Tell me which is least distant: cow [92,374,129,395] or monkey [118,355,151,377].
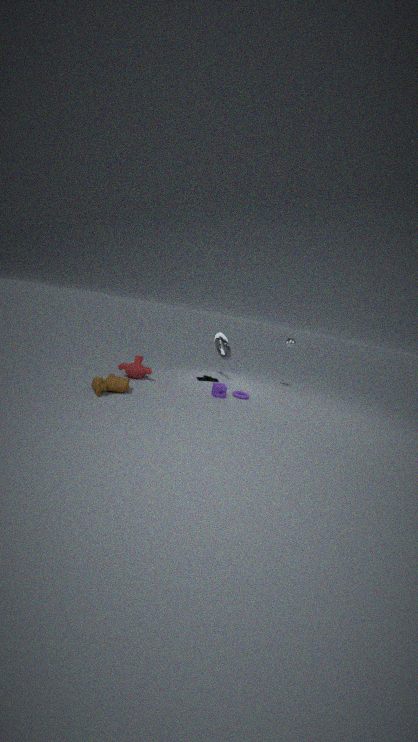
cow [92,374,129,395]
